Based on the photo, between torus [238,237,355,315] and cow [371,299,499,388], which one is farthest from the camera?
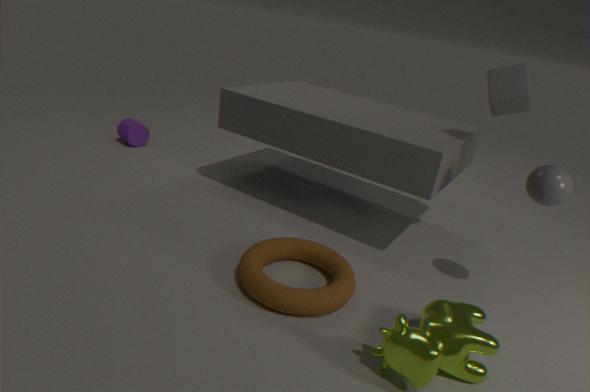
torus [238,237,355,315]
